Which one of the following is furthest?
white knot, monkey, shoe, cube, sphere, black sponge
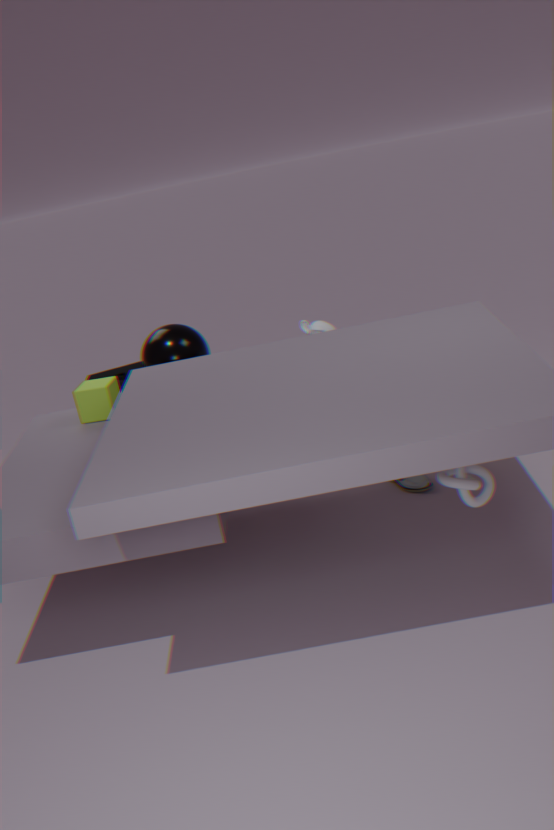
black sponge
